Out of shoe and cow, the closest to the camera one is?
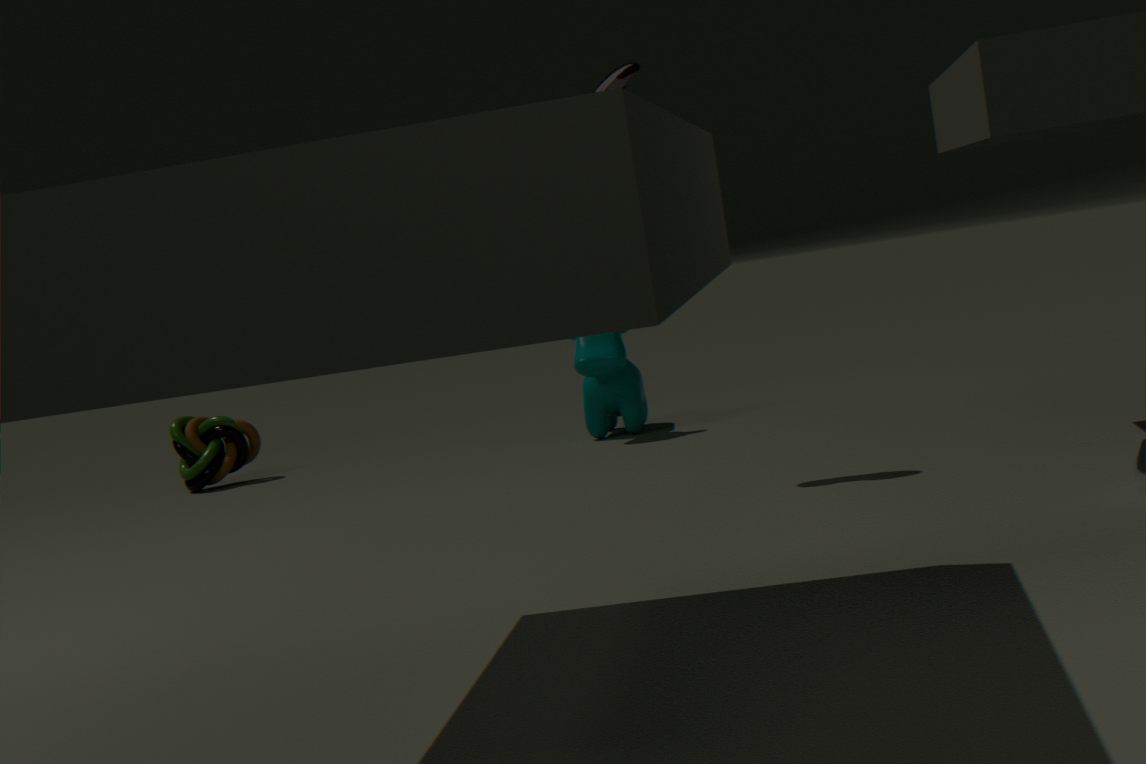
shoe
